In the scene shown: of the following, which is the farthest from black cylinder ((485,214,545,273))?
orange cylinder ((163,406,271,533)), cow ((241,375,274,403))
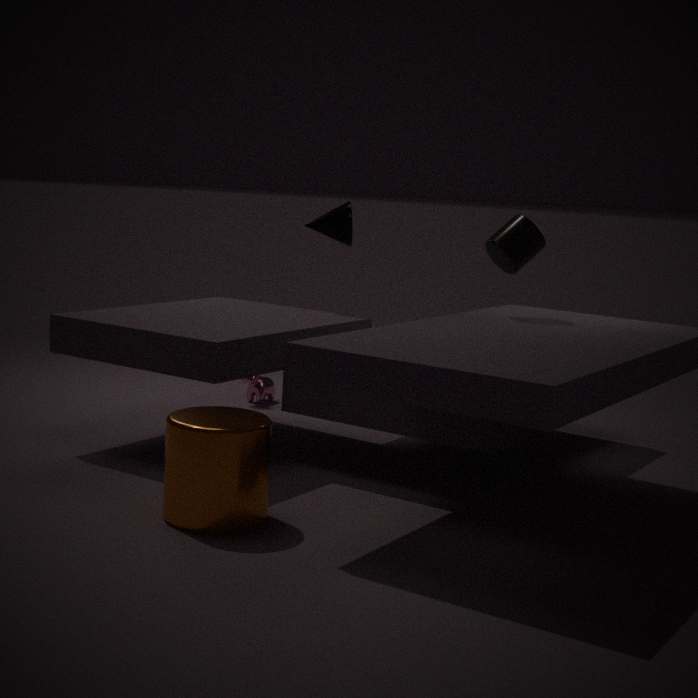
cow ((241,375,274,403))
